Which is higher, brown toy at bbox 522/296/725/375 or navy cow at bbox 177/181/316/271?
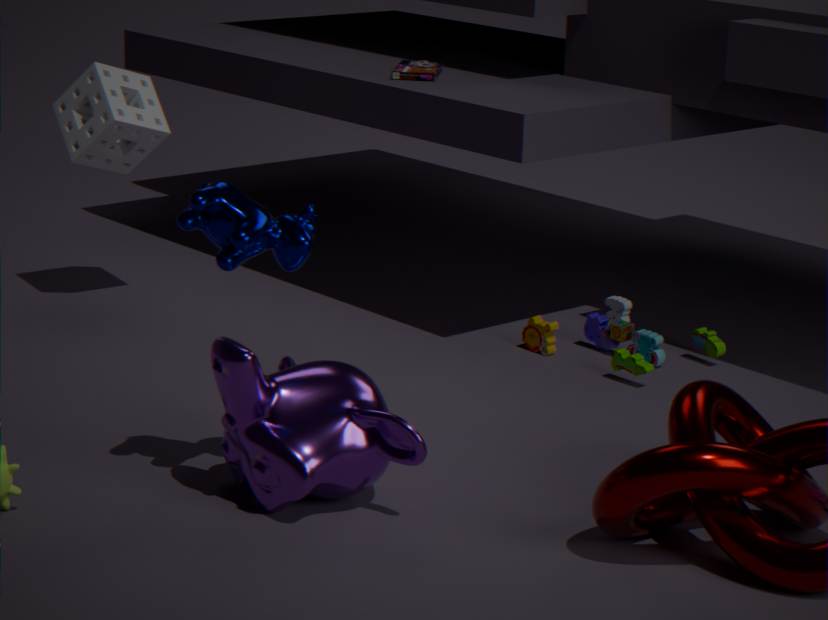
navy cow at bbox 177/181/316/271
